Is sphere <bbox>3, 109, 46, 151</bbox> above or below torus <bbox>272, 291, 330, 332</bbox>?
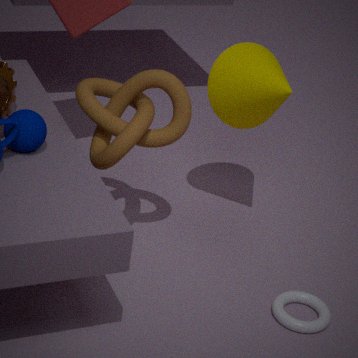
above
